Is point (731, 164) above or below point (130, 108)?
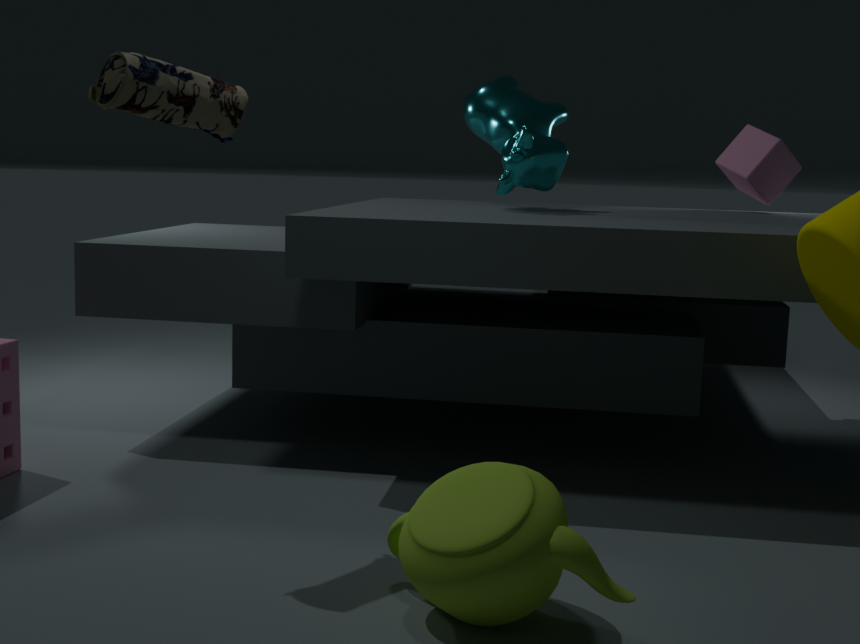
below
